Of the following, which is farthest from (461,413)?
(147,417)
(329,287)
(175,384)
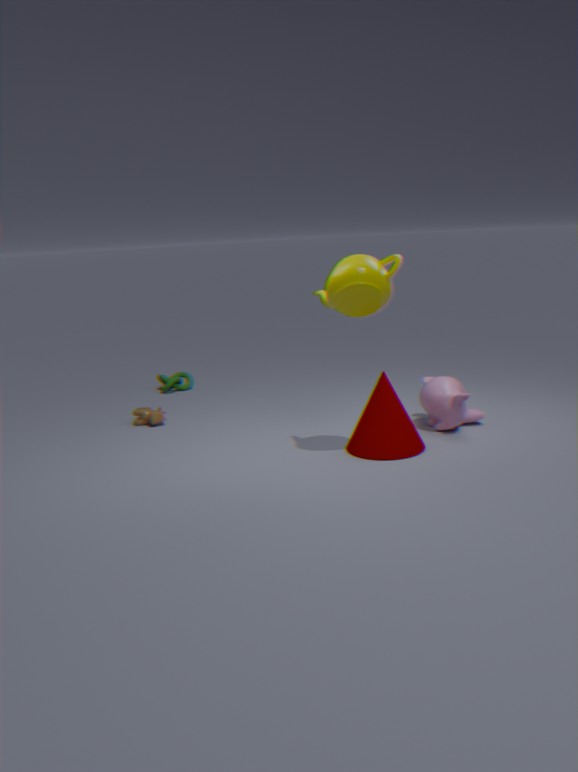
(175,384)
